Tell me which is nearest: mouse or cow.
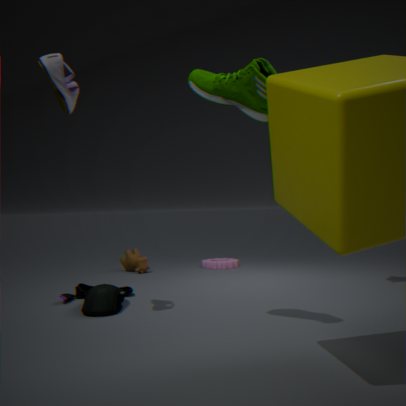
mouse
